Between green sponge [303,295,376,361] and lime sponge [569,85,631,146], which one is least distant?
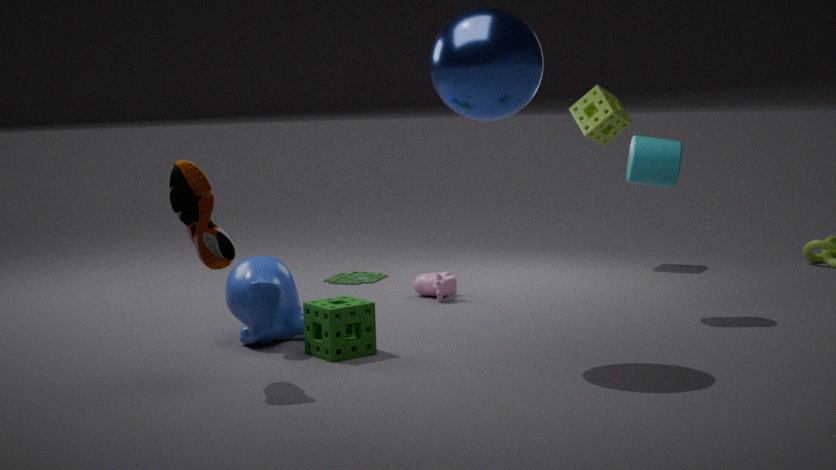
green sponge [303,295,376,361]
